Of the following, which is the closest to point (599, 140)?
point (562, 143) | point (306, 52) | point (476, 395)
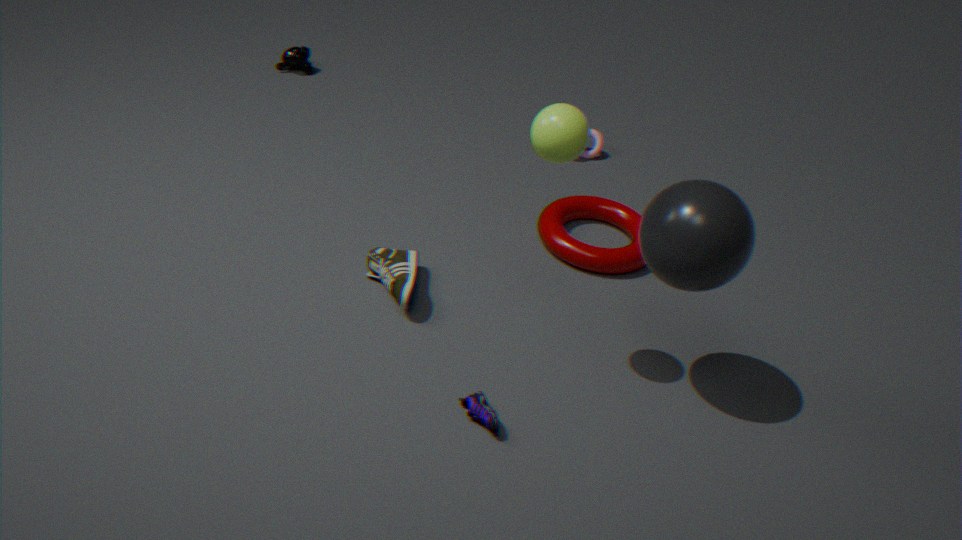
point (306, 52)
